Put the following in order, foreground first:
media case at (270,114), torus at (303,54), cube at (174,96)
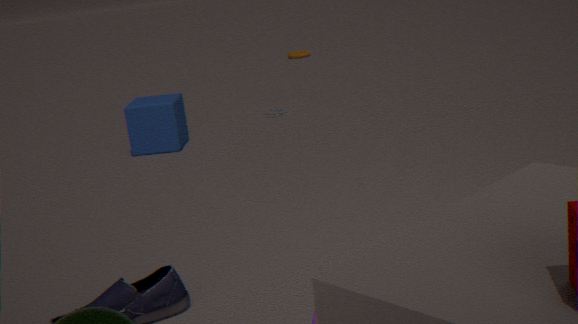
cube at (174,96) < media case at (270,114) < torus at (303,54)
